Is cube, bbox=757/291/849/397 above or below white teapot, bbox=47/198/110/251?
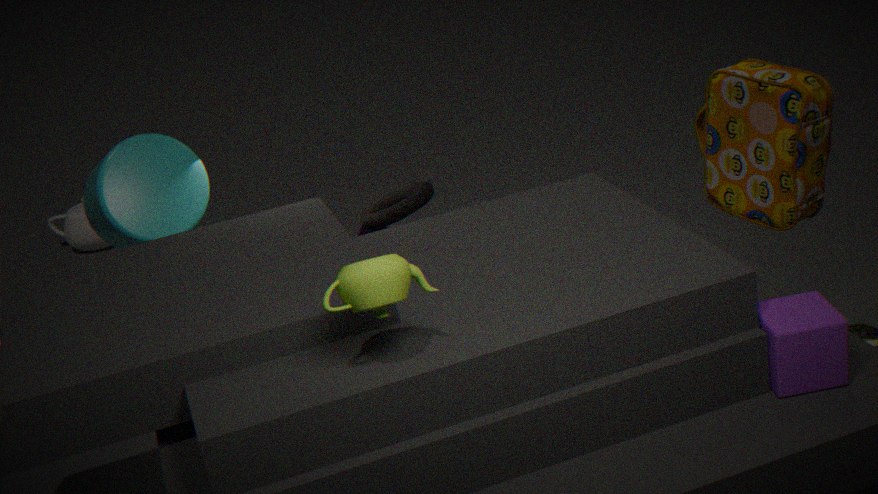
above
